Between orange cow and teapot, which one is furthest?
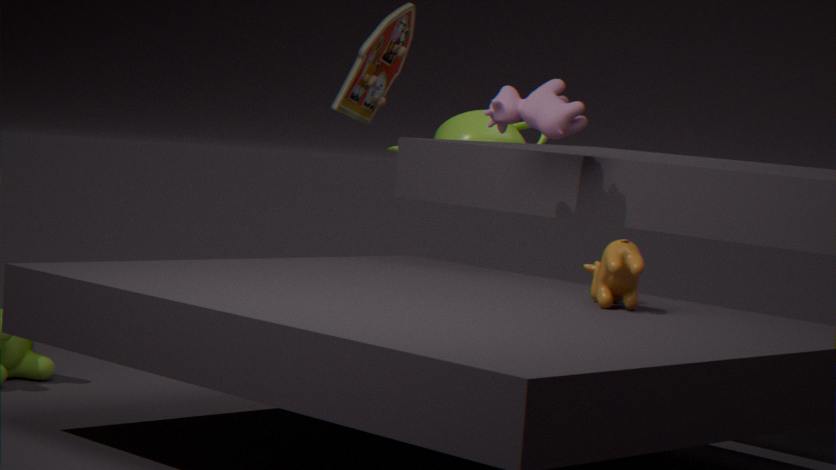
teapot
